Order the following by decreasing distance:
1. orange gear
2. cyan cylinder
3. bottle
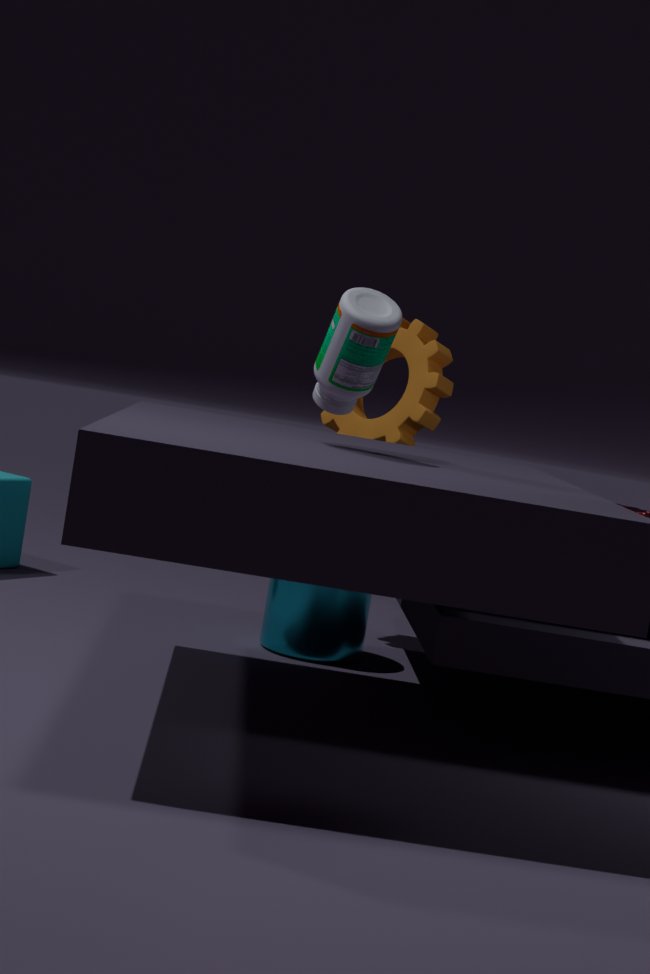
1. orange gear
2. cyan cylinder
3. bottle
